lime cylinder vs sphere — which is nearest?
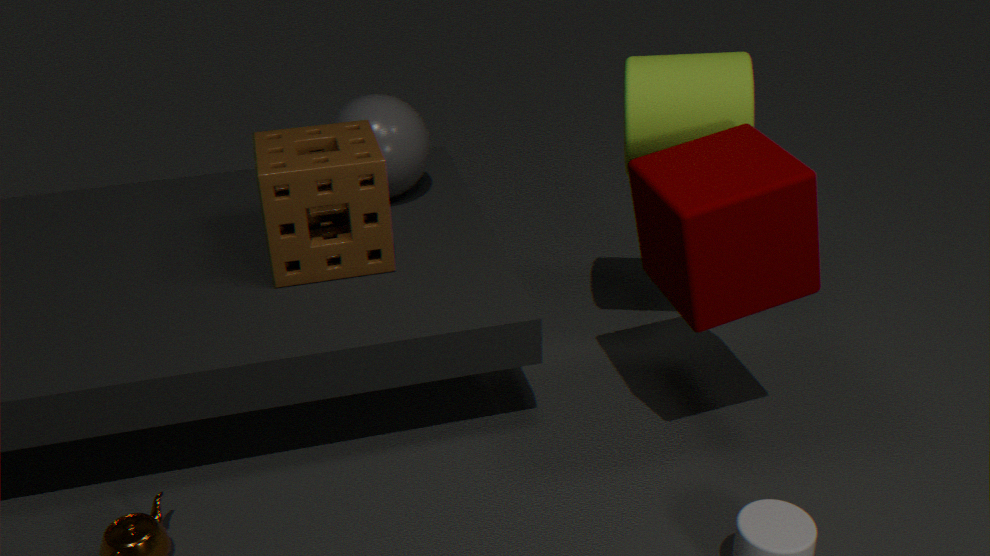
lime cylinder
